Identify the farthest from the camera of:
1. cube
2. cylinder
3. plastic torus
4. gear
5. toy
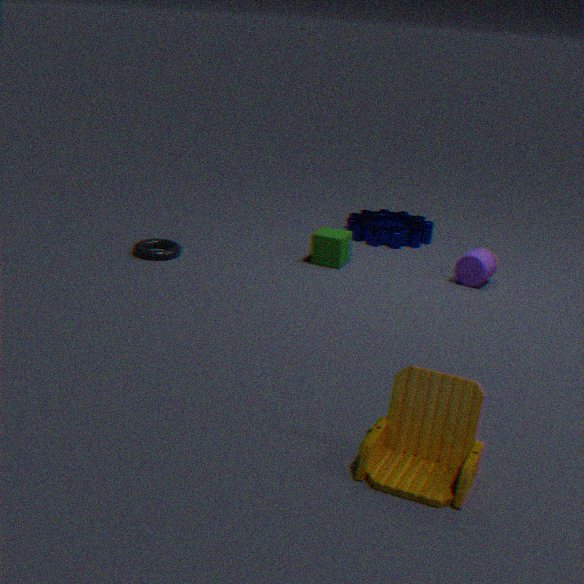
gear
